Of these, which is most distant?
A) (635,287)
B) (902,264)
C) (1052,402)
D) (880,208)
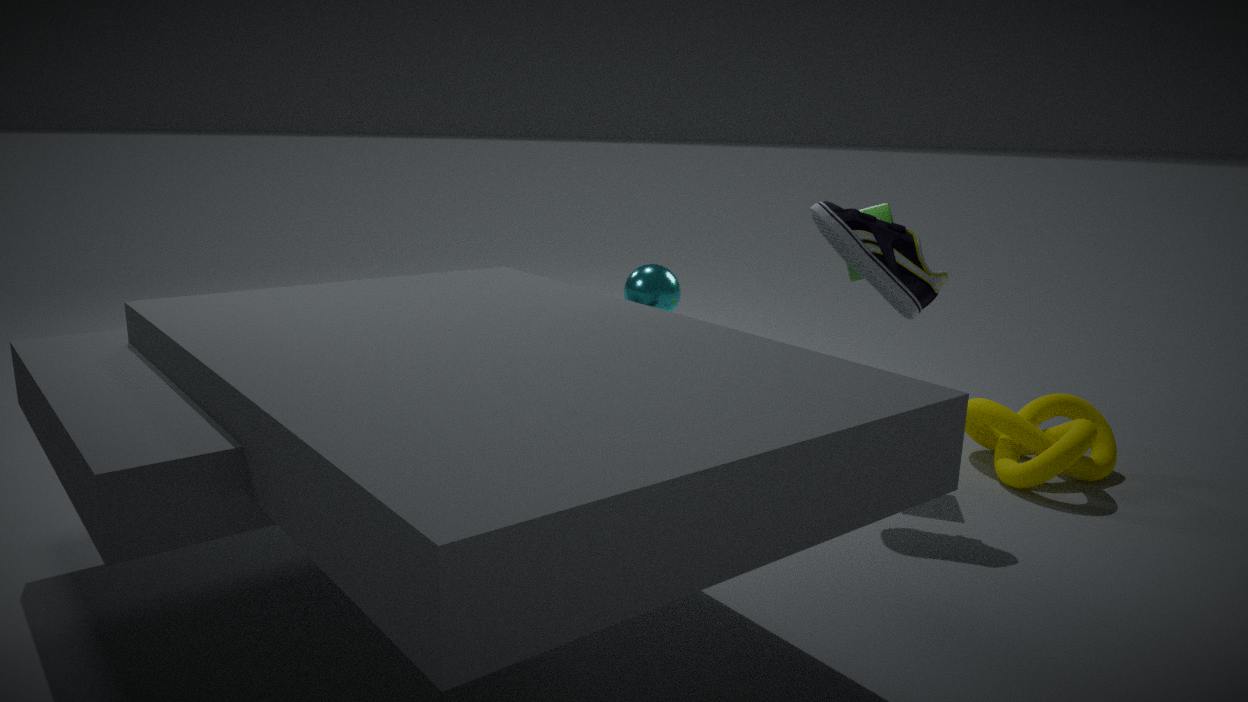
(1052,402)
